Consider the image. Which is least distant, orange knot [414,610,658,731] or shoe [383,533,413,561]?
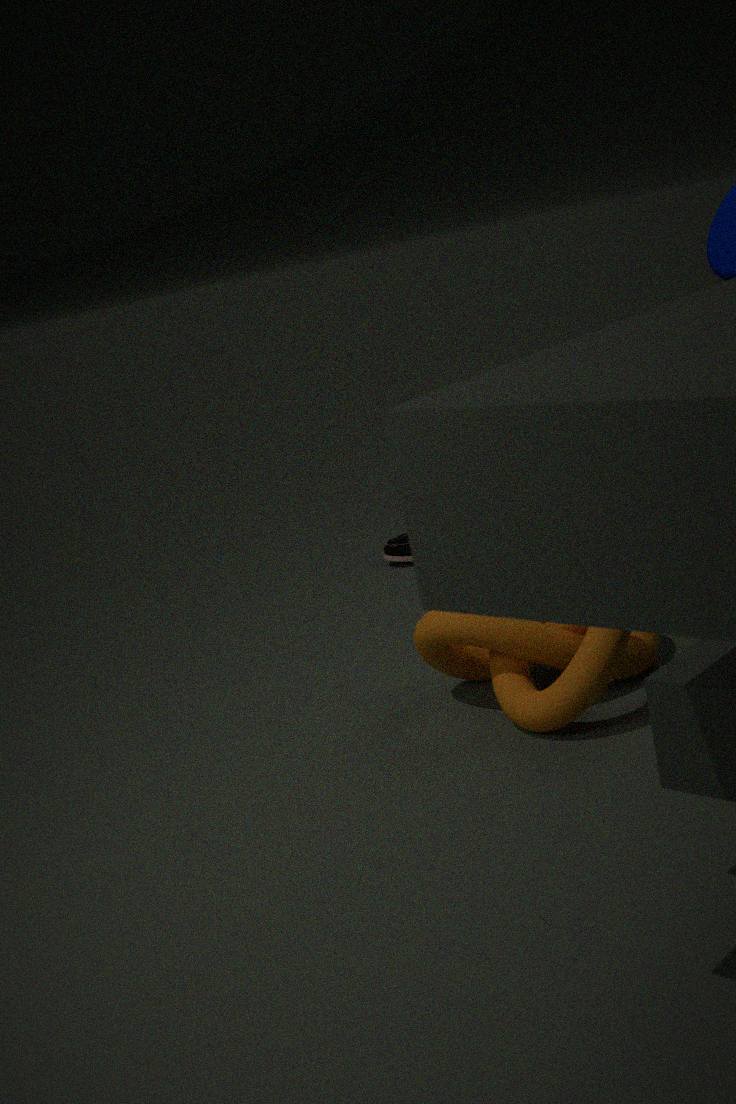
orange knot [414,610,658,731]
